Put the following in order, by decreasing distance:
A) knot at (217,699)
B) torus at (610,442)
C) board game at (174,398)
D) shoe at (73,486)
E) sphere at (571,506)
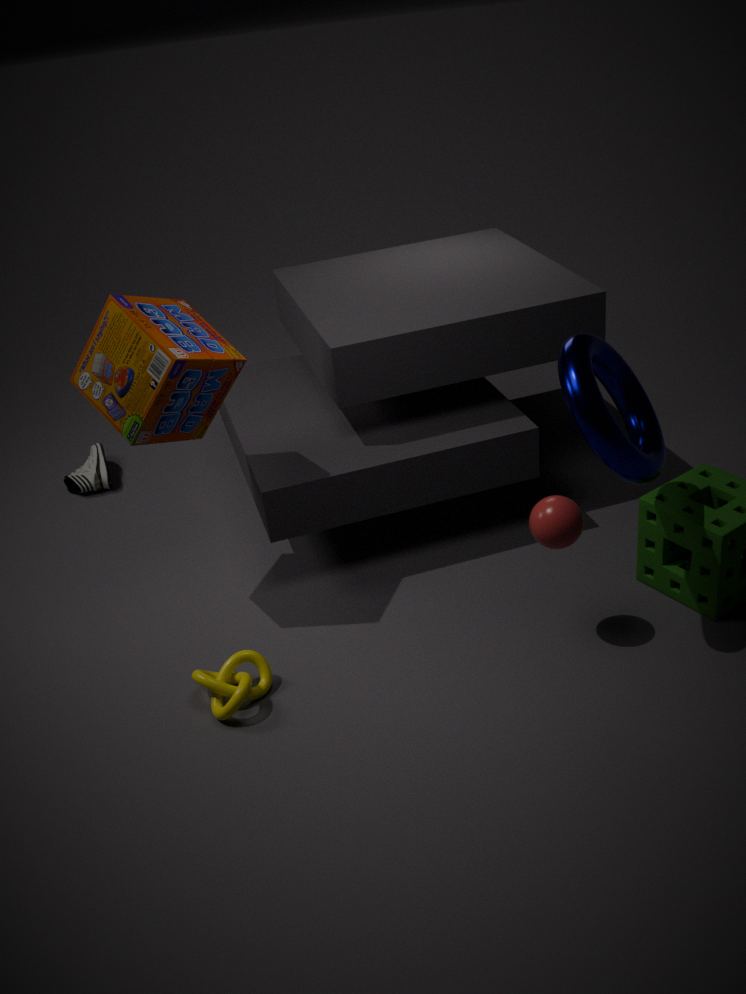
1. shoe at (73,486)
2. board game at (174,398)
3. knot at (217,699)
4. sphere at (571,506)
5. torus at (610,442)
